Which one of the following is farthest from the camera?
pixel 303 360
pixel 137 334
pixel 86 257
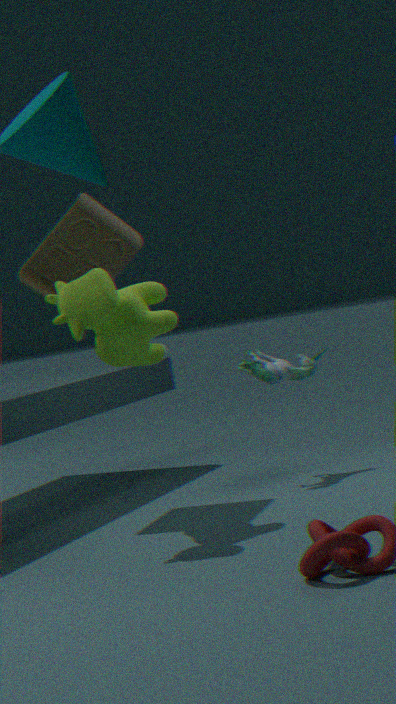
pixel 303 360
